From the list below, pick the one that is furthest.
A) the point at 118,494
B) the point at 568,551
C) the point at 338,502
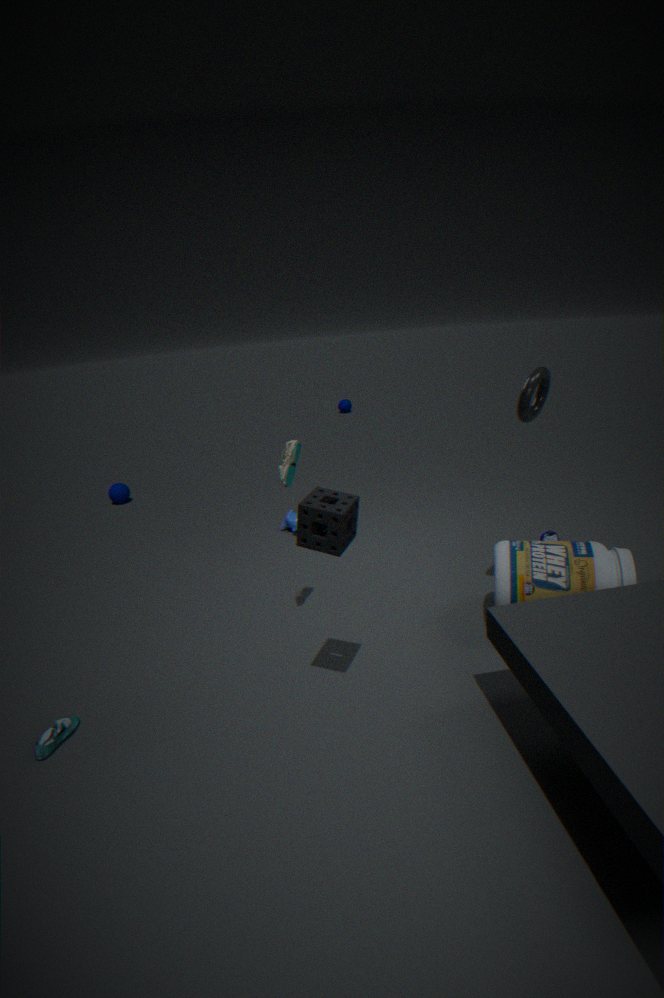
the point at 118,494
